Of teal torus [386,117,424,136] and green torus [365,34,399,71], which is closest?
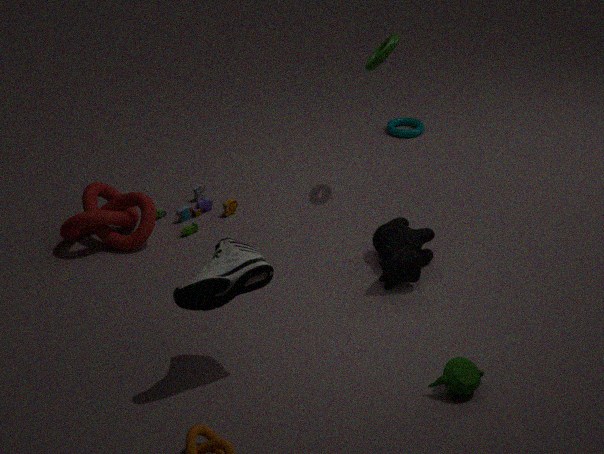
green torus [365,34,399,71]
